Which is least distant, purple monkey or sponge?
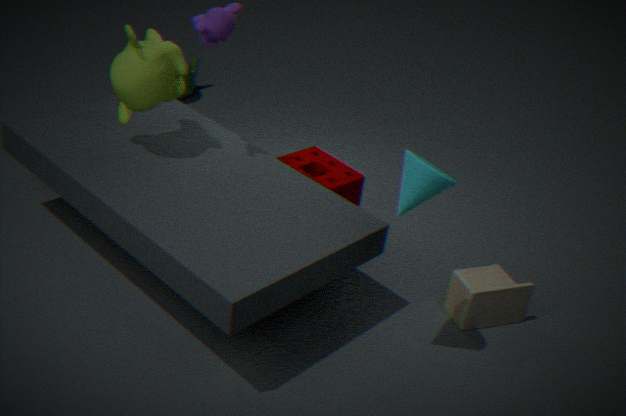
purple monkey
